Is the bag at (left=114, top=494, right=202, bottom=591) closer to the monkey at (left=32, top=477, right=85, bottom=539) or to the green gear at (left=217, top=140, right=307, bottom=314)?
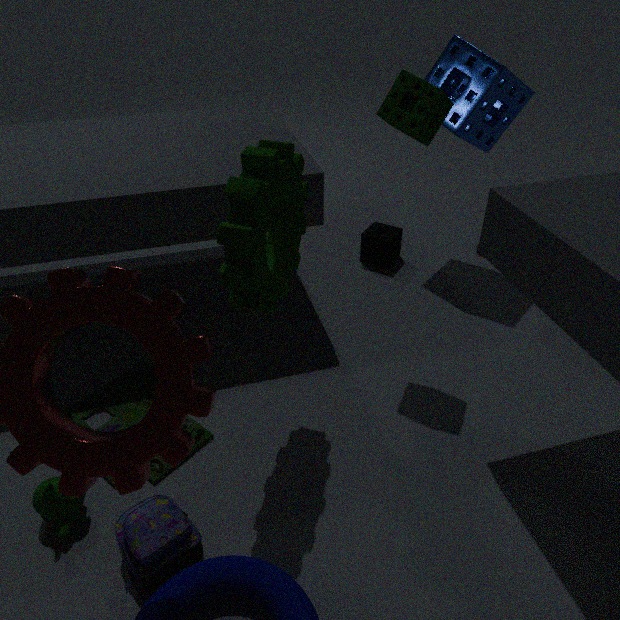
the monkey at (left=32, top=477, right=85, bottom=539)
